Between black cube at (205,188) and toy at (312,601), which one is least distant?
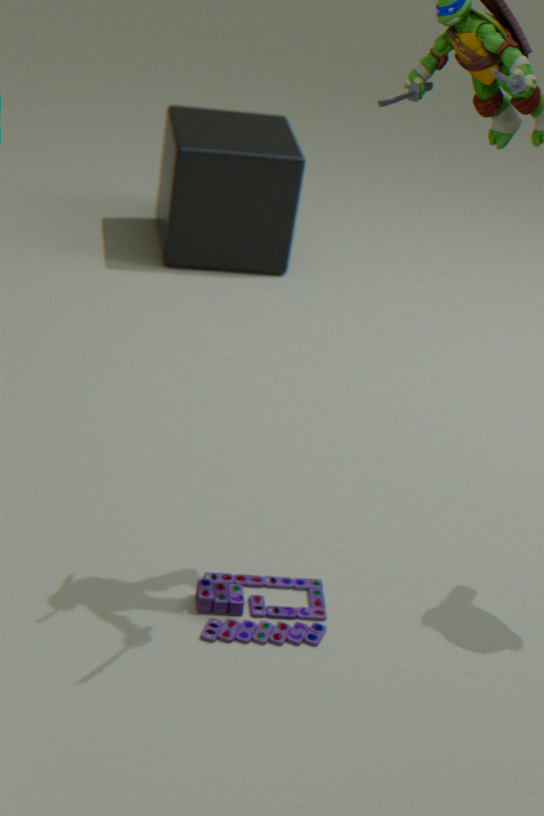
toy at (312,601)
